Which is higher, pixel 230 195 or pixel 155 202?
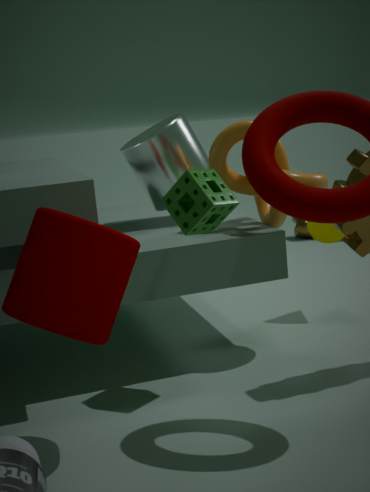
pixel 155 202
